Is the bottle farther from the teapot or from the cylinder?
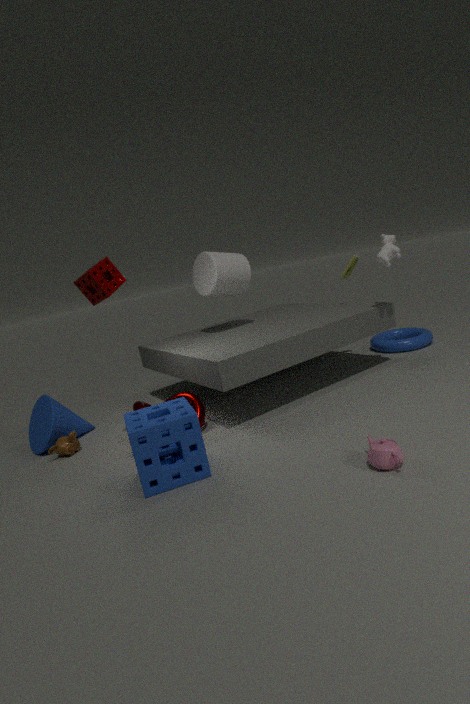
the teapot
